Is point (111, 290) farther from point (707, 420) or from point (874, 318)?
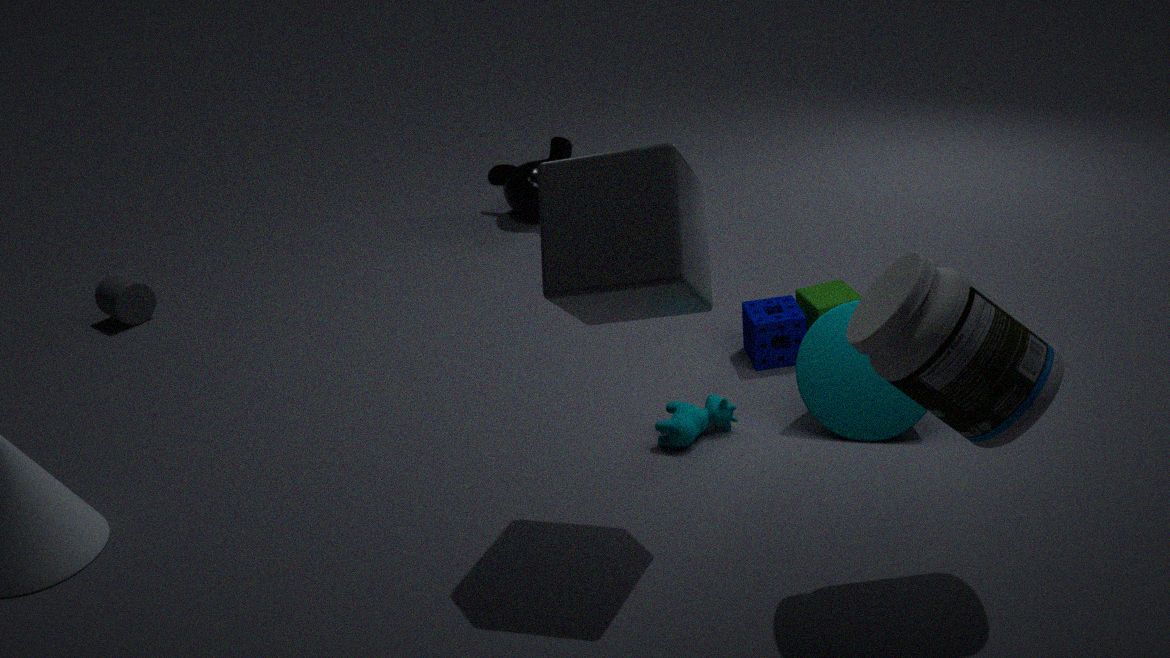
point (874, 318)
